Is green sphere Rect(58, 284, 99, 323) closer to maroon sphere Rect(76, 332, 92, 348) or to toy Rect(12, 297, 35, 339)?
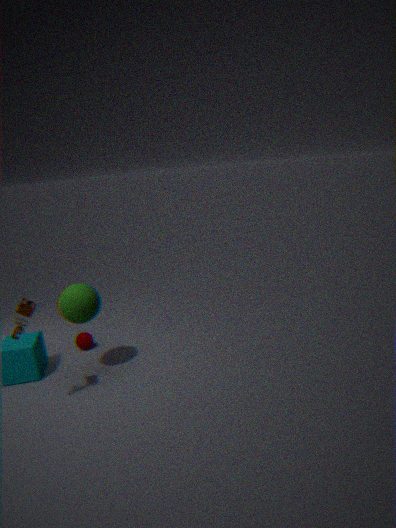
toy Rect(12, 297, 35, 339)
